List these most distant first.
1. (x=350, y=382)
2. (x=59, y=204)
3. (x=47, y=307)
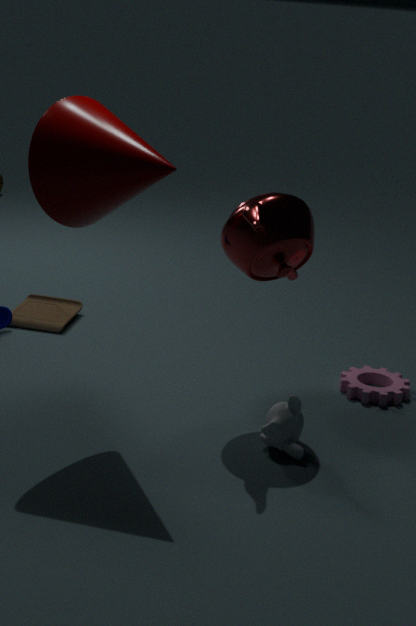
(x=47, y=307), (x=350, y=382), (x=59, y=204)
